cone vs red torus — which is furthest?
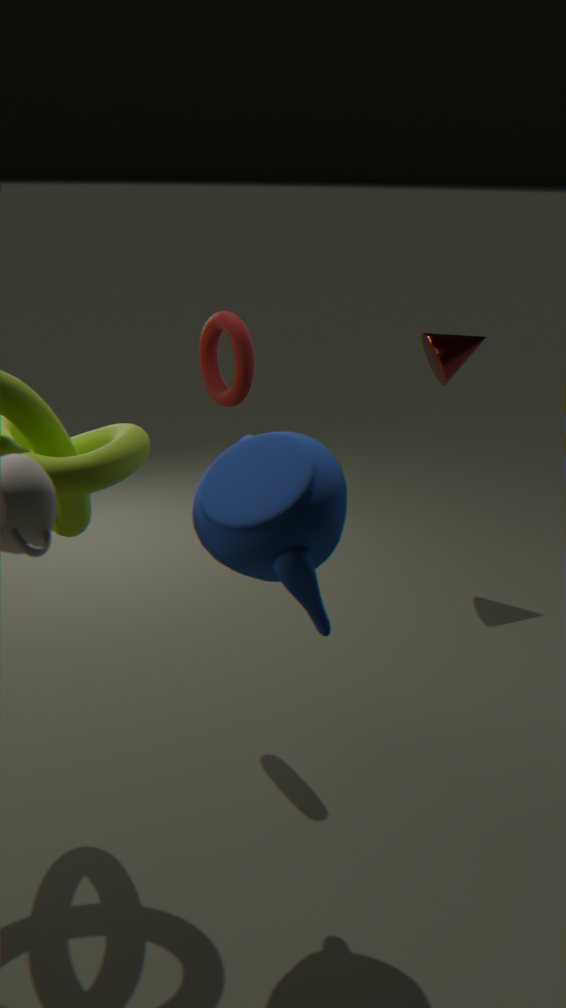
cone
